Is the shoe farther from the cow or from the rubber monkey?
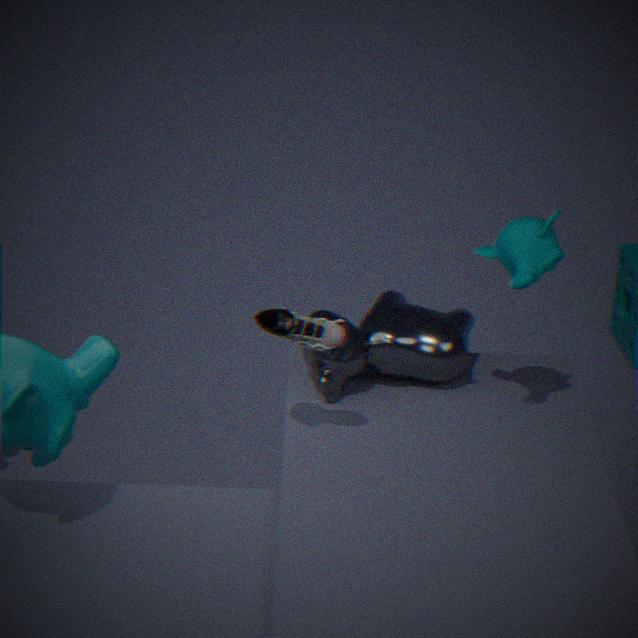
the rubber monkey
